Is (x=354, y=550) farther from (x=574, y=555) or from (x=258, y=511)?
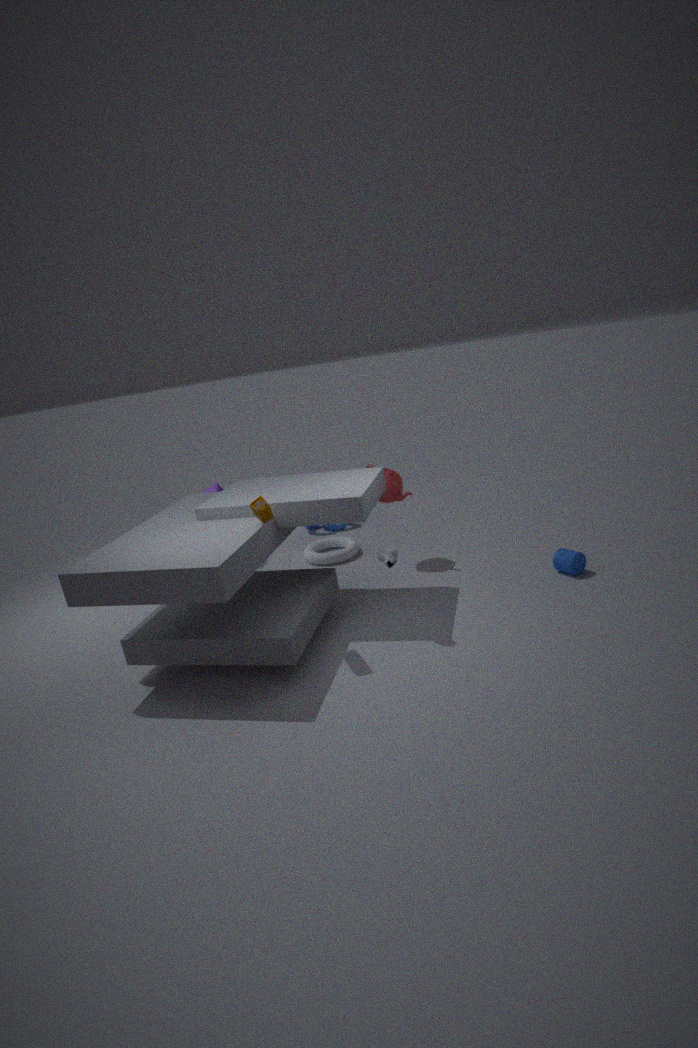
(x=574, y=555)
